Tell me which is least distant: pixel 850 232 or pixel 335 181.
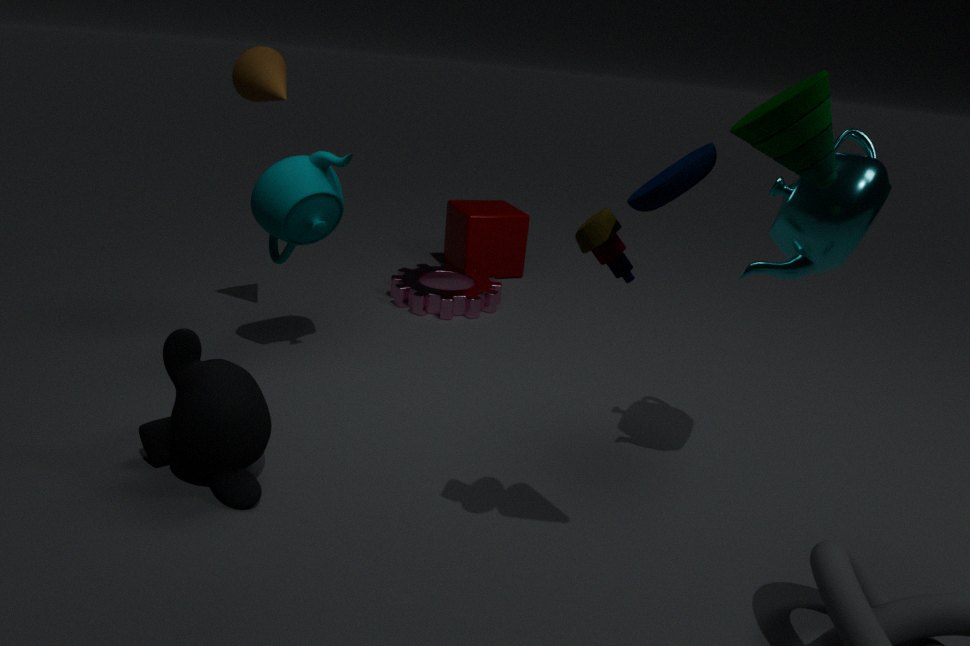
pixel 850 232
